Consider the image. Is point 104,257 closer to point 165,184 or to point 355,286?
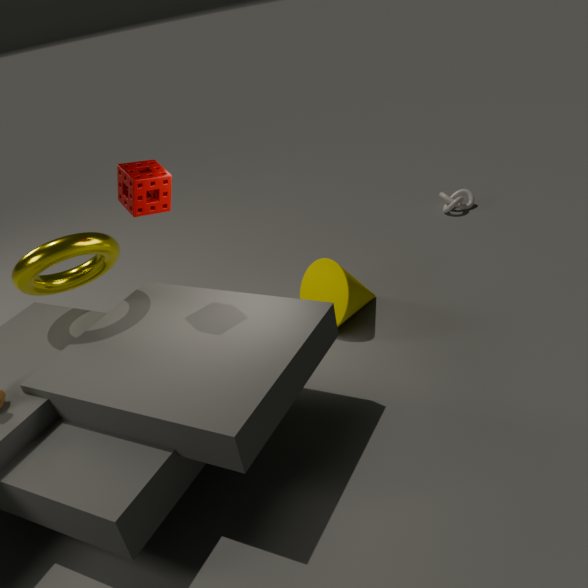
point 165,184
